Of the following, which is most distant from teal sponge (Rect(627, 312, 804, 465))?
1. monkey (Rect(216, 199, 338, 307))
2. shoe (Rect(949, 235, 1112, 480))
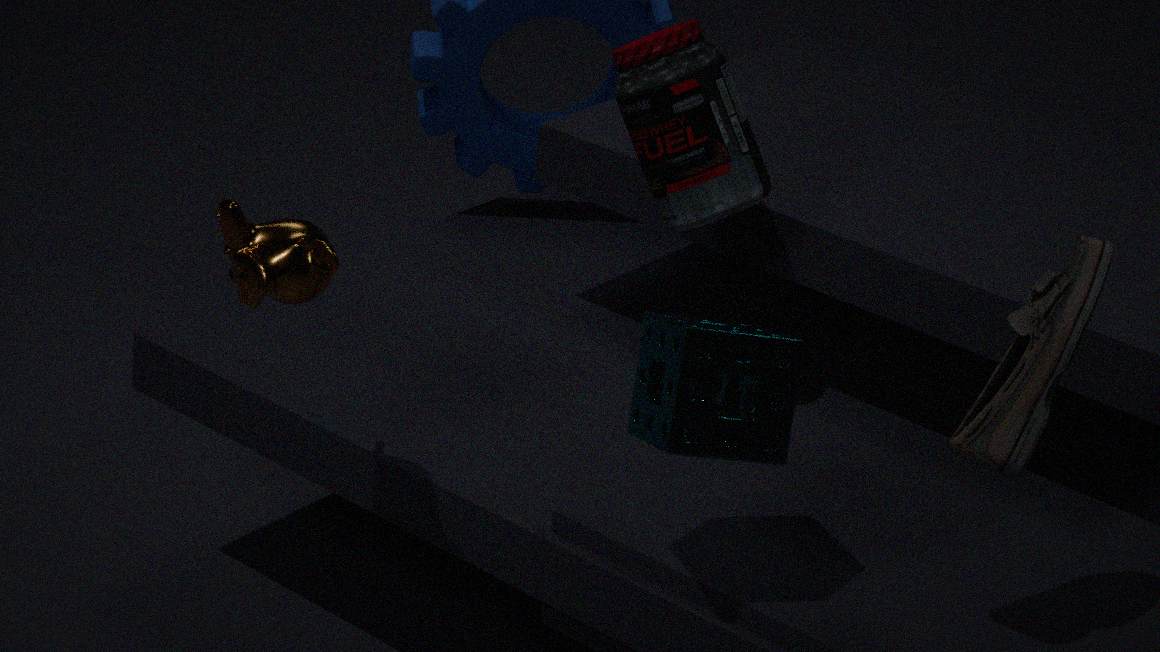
monkey (Rect(216, 199, 338, 307))
